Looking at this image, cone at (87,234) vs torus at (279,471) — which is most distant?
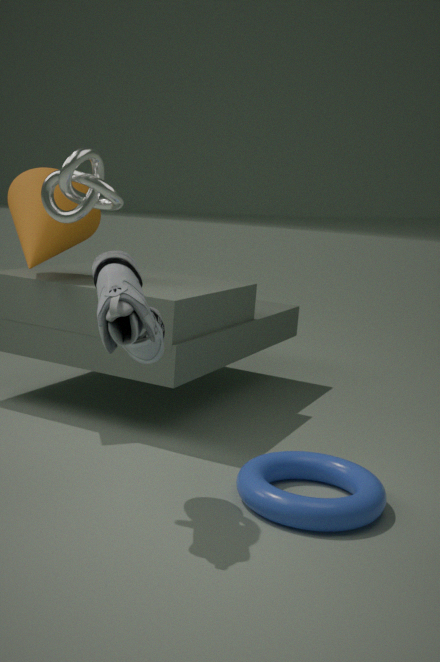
cone at (87,234)
